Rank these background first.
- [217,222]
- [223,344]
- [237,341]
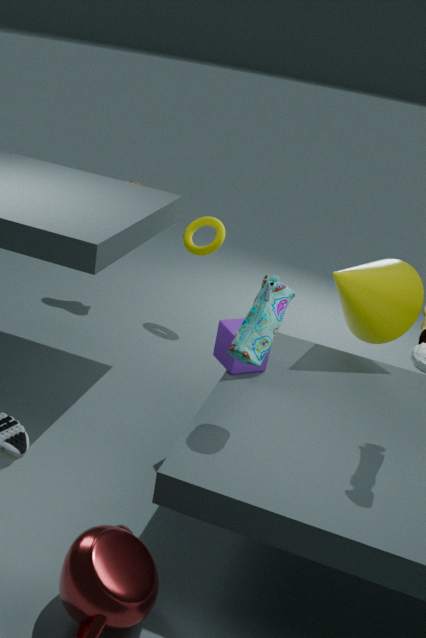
1. [217,222]
2. [223,344]
3. [237,341]
